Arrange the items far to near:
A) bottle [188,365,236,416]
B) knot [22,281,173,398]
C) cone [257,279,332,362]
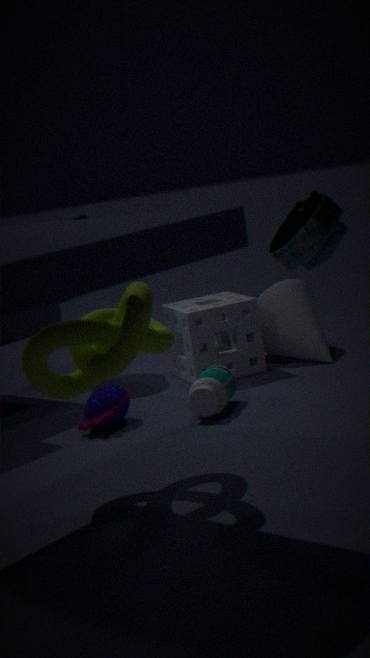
cone [257,279,332,362] < bottle [188,365,236,416] < knot [22,281,173,398]
